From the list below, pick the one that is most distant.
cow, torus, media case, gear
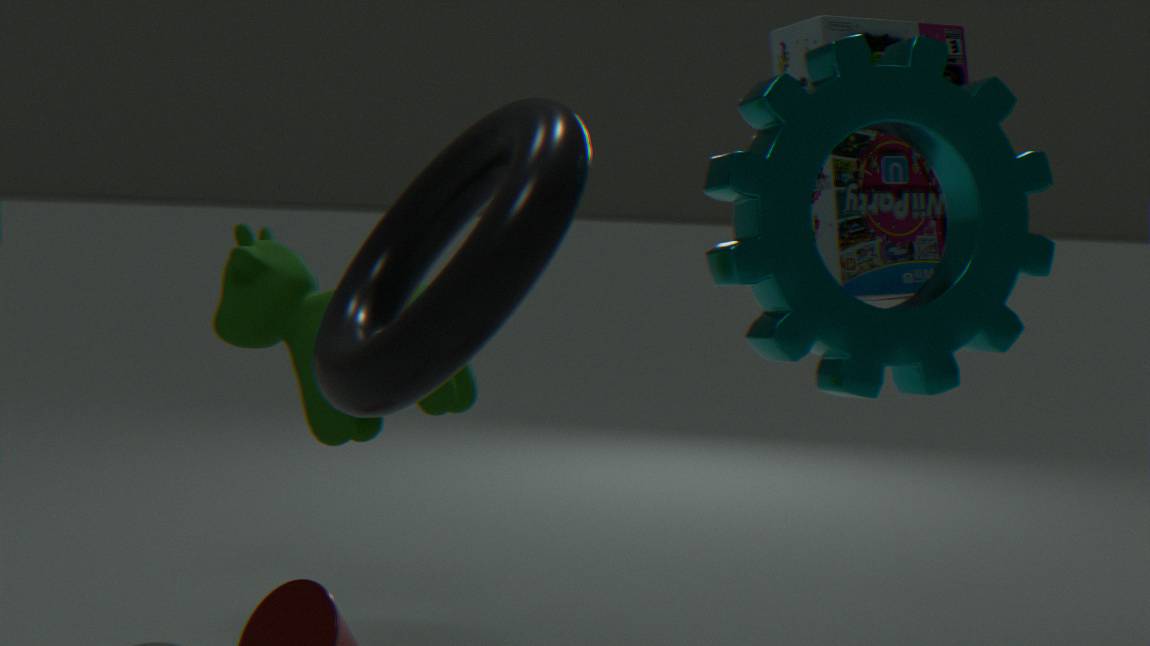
cow
